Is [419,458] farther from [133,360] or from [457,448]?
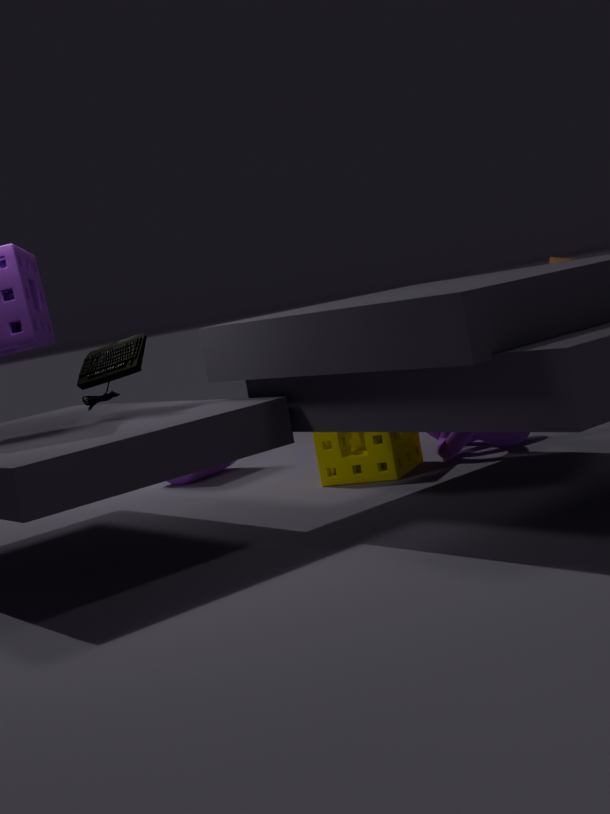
[133,360]
